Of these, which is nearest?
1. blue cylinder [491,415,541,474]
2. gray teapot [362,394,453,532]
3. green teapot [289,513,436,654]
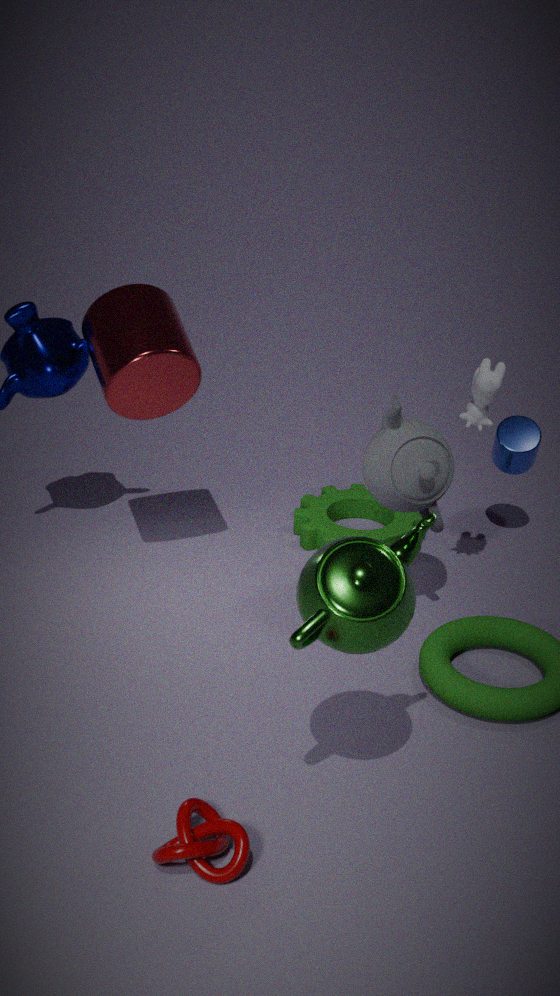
green teapot [289,513,436,654]
